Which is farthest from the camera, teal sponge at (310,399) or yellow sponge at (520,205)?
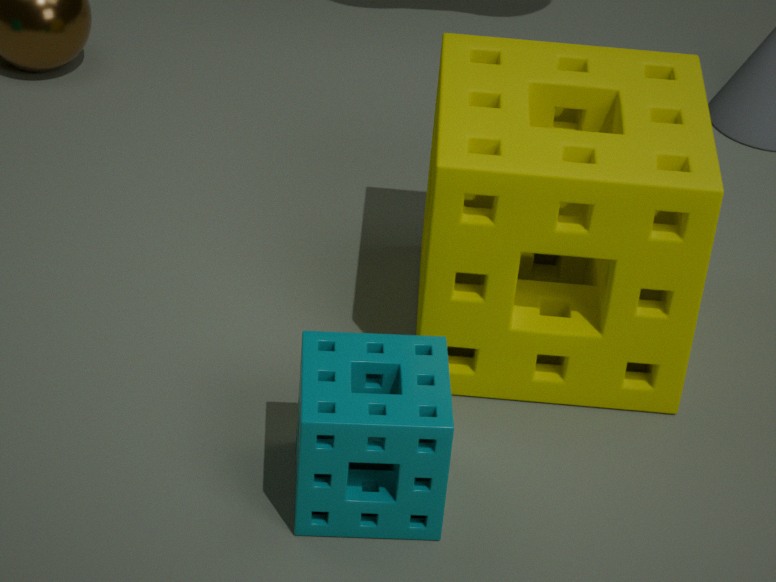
yellow sponge at (520,205)
